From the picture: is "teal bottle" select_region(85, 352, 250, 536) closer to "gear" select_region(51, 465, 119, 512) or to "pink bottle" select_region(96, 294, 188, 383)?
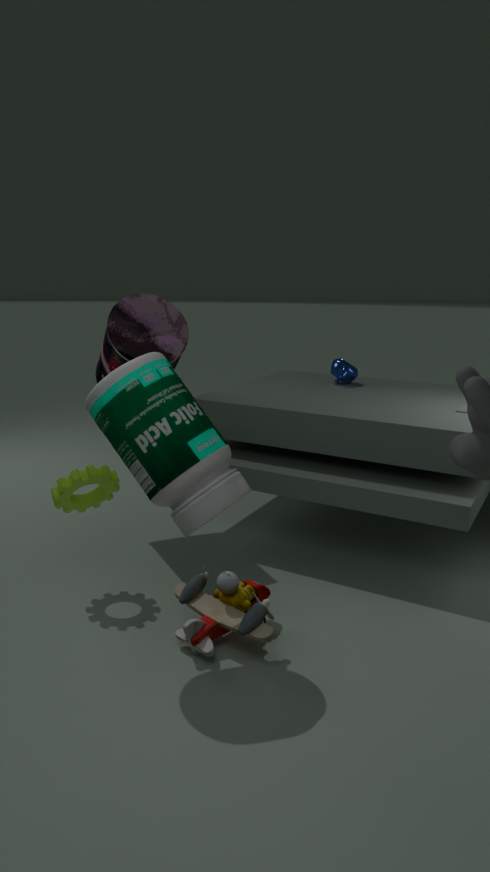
Answer: "gear" select_region(51, 465, 119, 512)
